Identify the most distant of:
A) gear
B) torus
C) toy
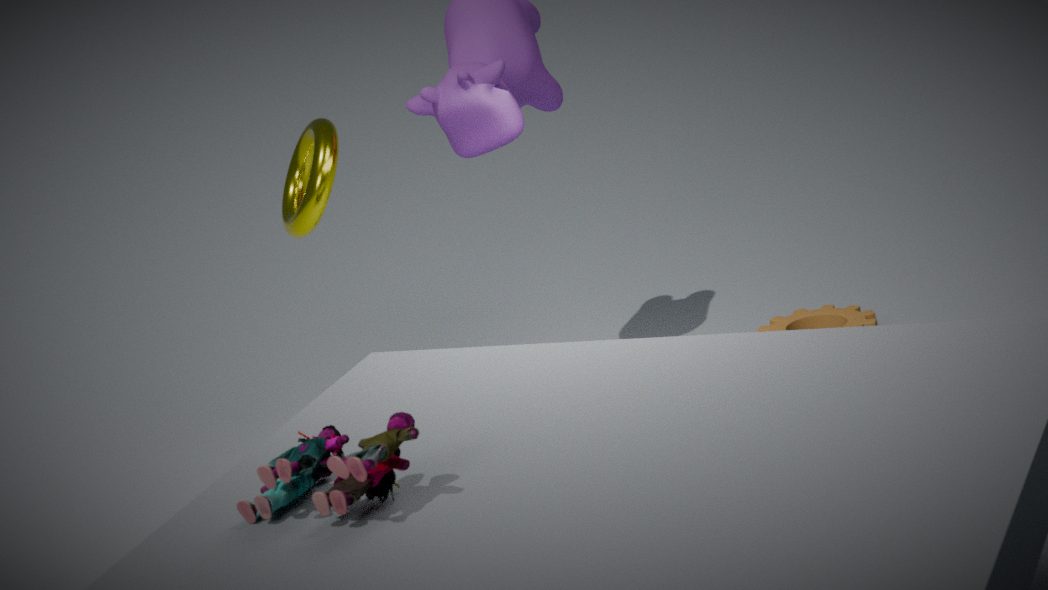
gear
